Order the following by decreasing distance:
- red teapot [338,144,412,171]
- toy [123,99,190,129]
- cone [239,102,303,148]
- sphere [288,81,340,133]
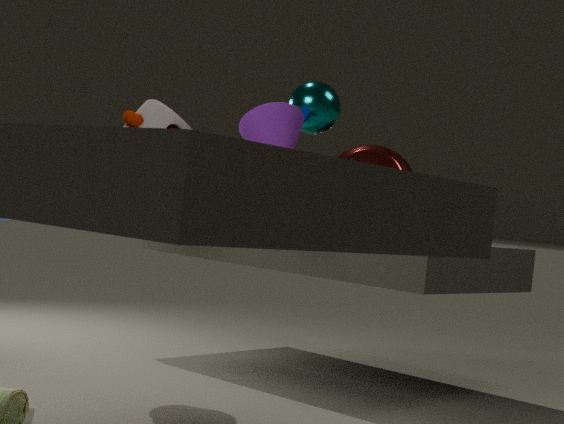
red teapot [338,144,412,171] < sphere [288,81,340,133] < toy [123,99,190,129] < cone [239,102,303,148]
